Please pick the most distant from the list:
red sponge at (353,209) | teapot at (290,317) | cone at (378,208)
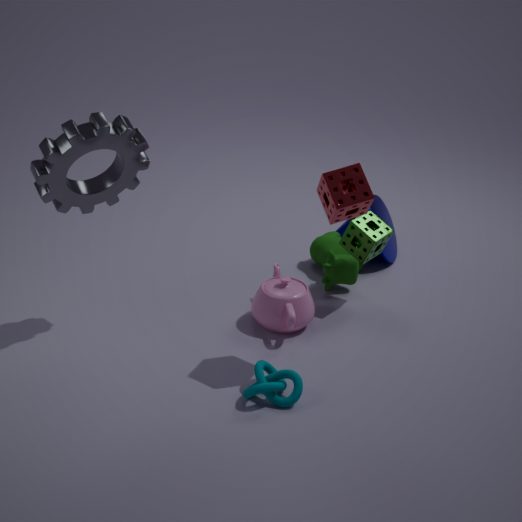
cone at (378,208)
